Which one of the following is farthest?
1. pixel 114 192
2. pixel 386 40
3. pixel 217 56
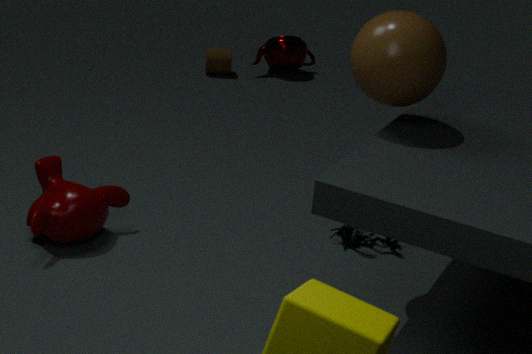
pixel 217 56
